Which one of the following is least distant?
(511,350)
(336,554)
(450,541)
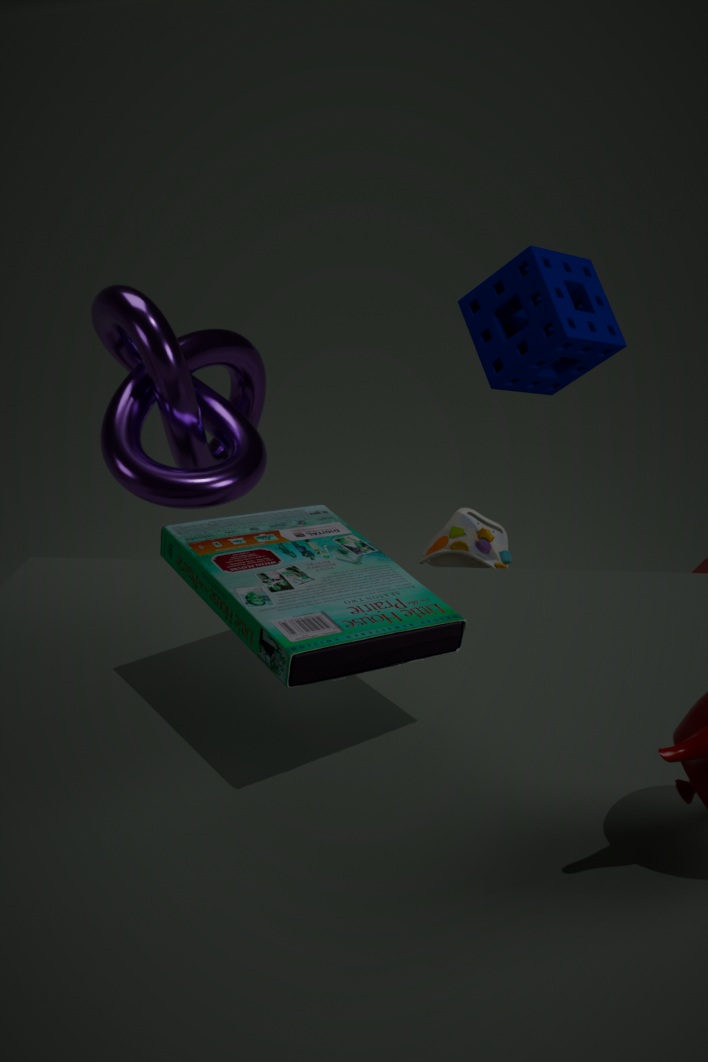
(336,554)
